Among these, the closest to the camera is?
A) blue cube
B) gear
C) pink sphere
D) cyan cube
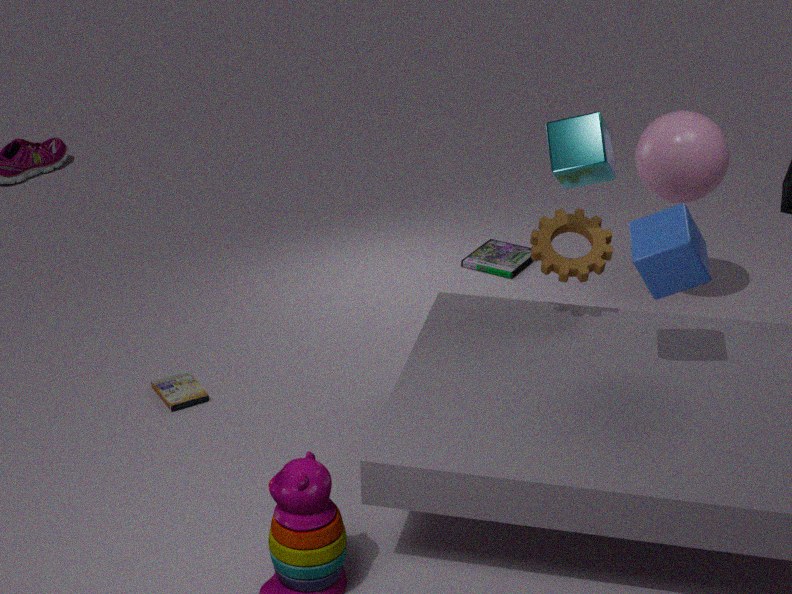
blue cube
